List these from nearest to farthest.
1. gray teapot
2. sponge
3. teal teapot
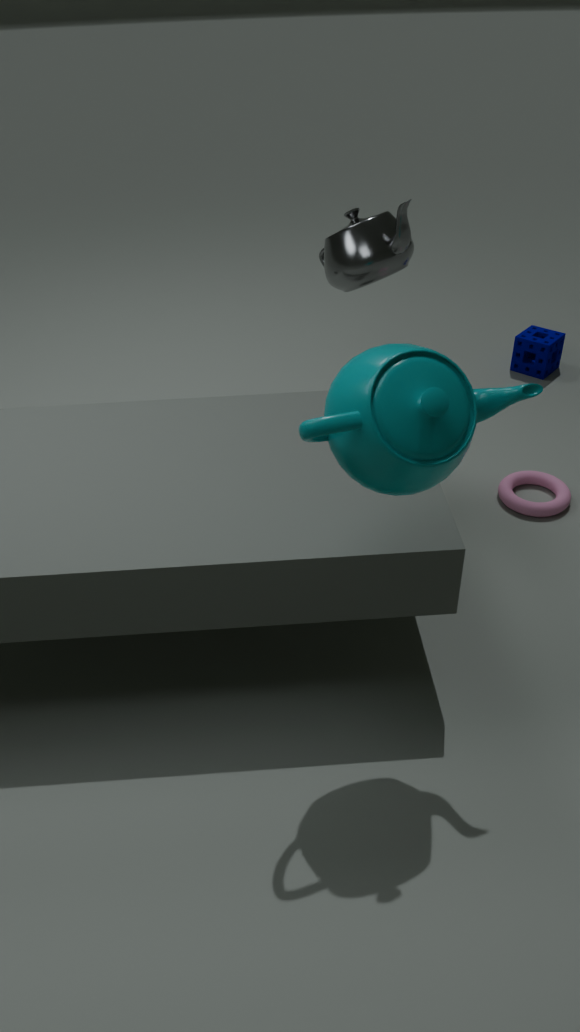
teal teapot → gray teapot → sponge
